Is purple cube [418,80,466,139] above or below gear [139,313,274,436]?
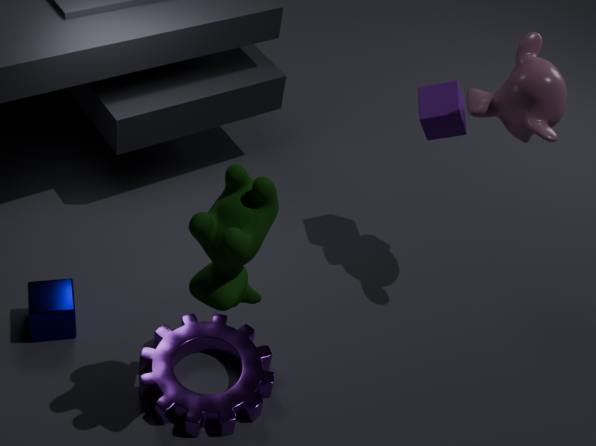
above
